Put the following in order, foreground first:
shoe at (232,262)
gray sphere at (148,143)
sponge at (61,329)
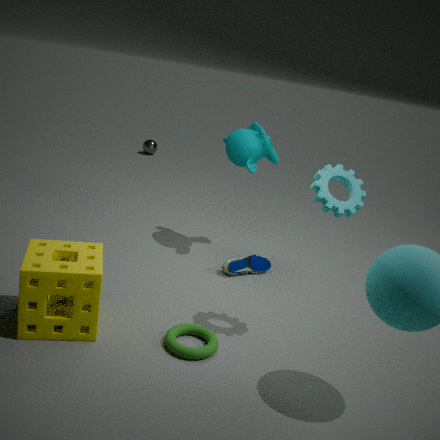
sponge at (61,329)
shoe at (232,262)
gray sphere at (148,143)
